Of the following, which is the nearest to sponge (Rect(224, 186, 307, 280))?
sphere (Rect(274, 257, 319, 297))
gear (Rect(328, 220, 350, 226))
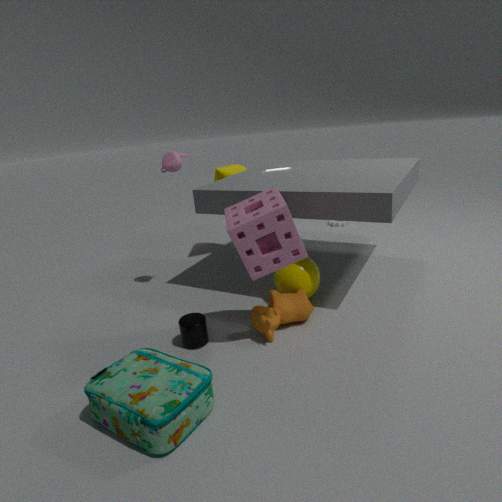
sphere (Rect(274, 257, 319, 297))
